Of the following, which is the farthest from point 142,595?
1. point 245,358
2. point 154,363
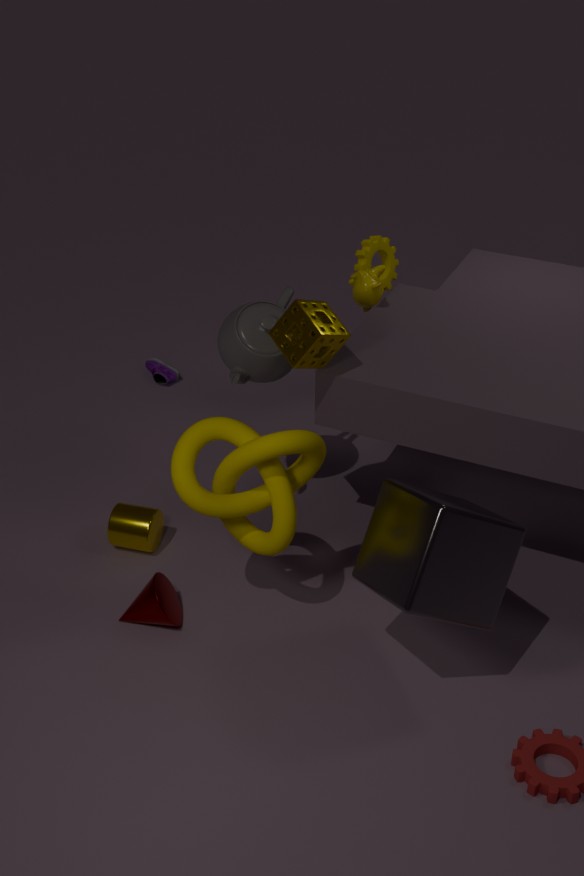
point 154,363
